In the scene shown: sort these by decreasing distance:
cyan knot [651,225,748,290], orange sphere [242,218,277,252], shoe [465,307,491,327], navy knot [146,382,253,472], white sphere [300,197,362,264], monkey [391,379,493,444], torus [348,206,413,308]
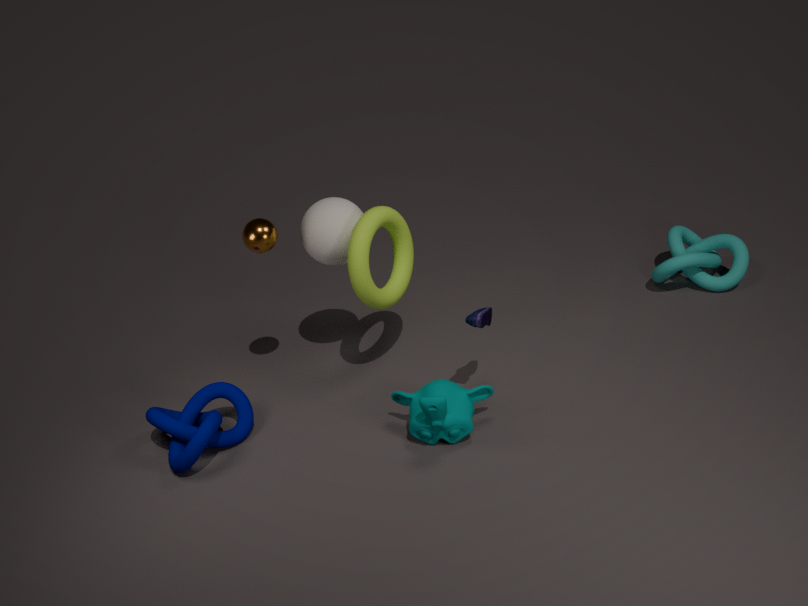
cyan knot [651,225,748,290], white sphere [300,197,362,264], orange sphere [242,218,277,252], torus [348,206,413,308], navy knot [146,382,253,472], shoe [465,307,491,327], monkey [391,379,493,444]
